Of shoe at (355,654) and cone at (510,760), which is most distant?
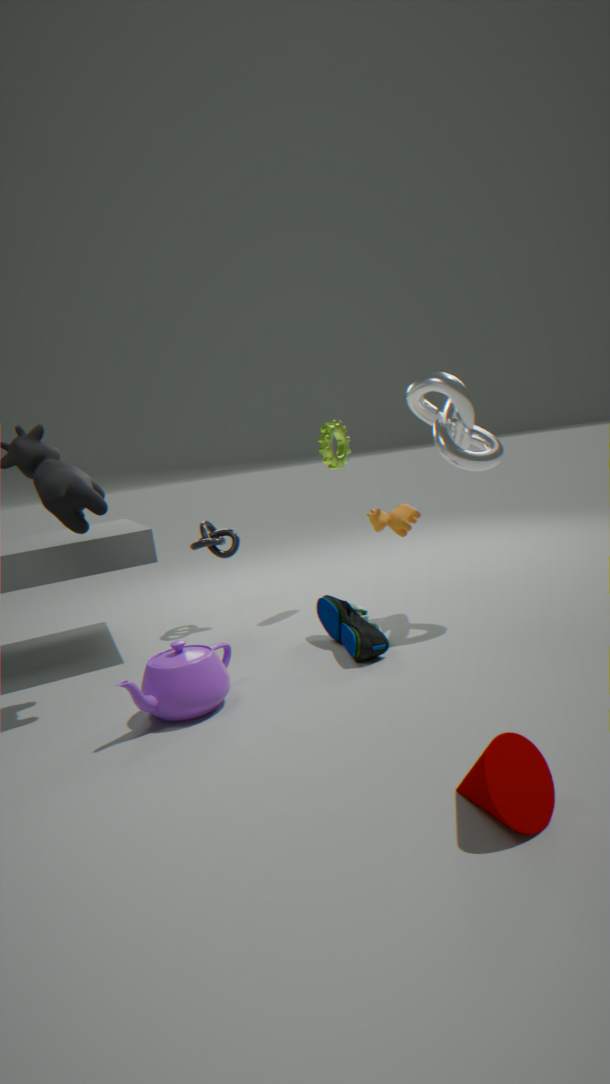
shoe at (355,654)
